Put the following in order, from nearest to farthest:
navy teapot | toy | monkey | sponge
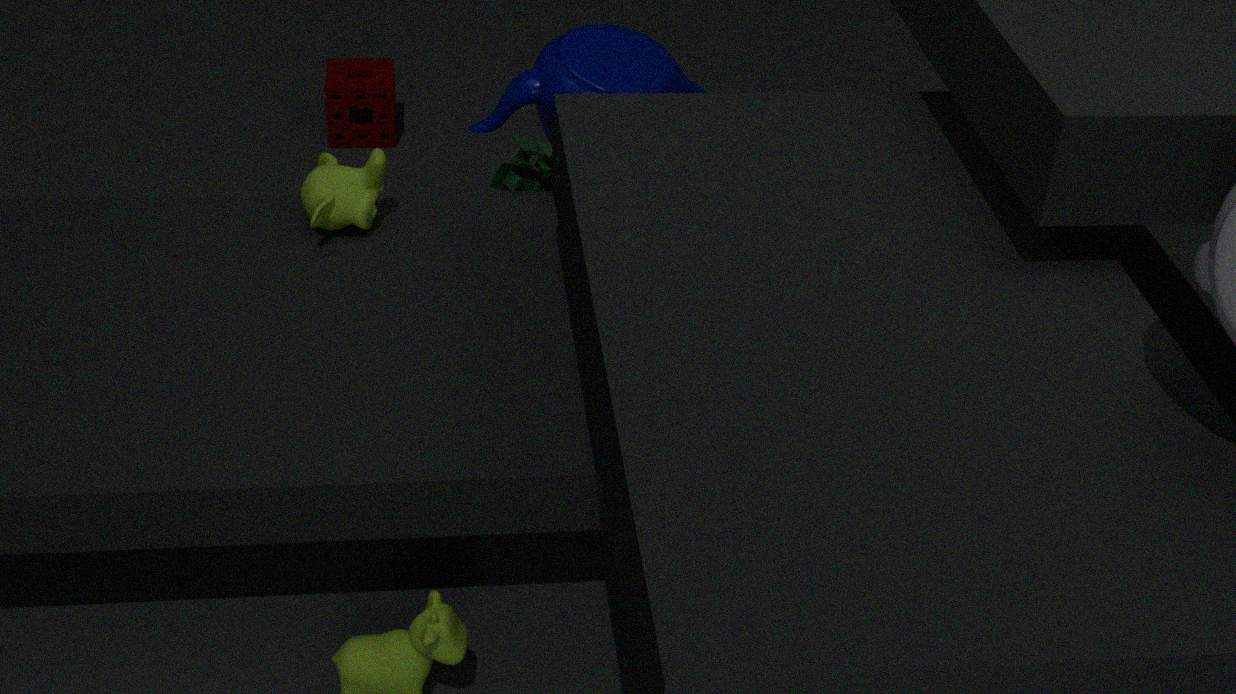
monkey
navy teapot
toy
sponge
